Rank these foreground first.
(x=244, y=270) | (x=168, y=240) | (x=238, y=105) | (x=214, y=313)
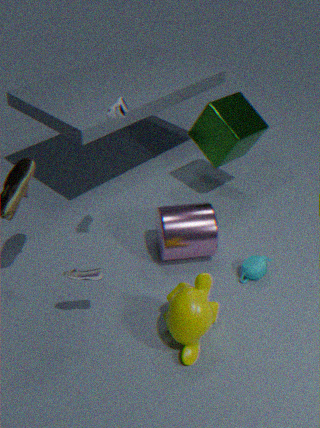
(x=214, y=313) → (x=168, y=240) → (x=244, y=270) → (x=238, y=105)
